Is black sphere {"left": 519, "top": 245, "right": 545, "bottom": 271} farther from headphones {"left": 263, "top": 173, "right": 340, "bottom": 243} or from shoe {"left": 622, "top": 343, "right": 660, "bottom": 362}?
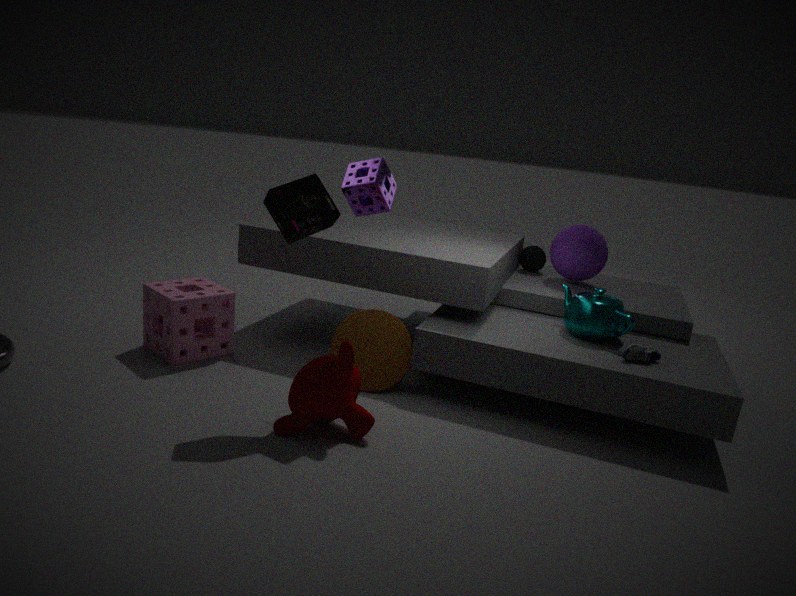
headphones {"left": 263, "top": 173, "right": 340, "bottom": 243}
